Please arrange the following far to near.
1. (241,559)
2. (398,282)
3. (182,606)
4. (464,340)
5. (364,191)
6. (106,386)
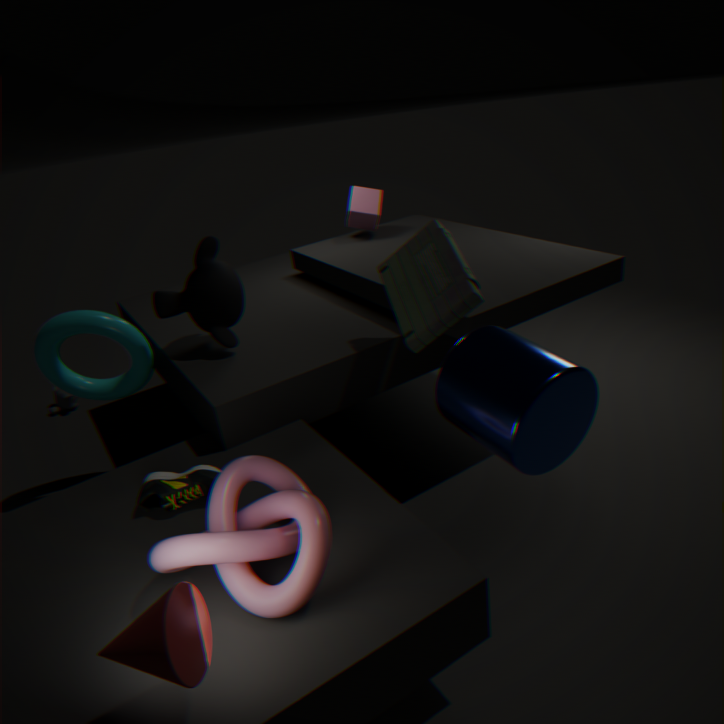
(364,191) < (106,386) < (398,282) < (464,340) < (241,559) < (182,606)
